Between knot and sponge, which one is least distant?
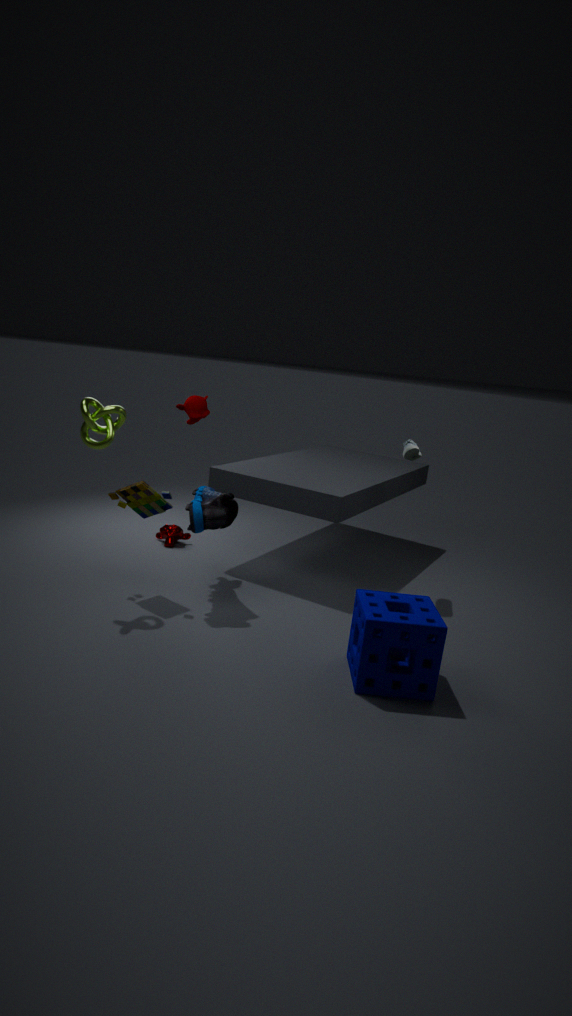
sponge
